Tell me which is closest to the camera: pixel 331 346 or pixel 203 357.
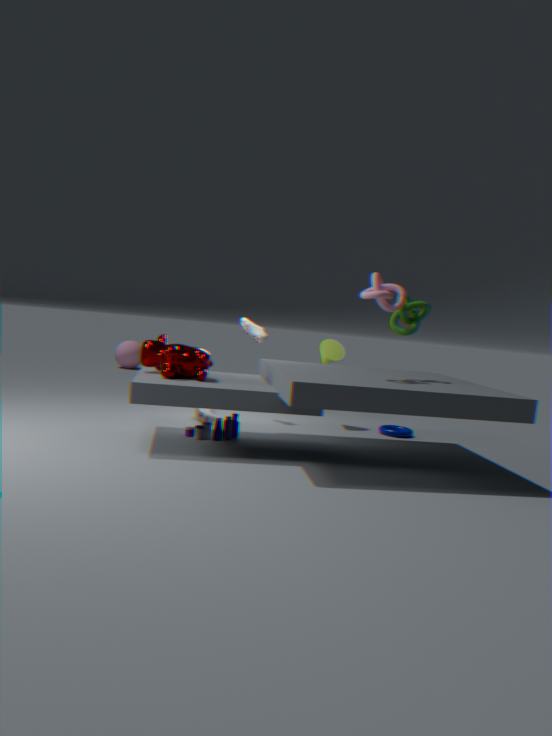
pixel 203 357
